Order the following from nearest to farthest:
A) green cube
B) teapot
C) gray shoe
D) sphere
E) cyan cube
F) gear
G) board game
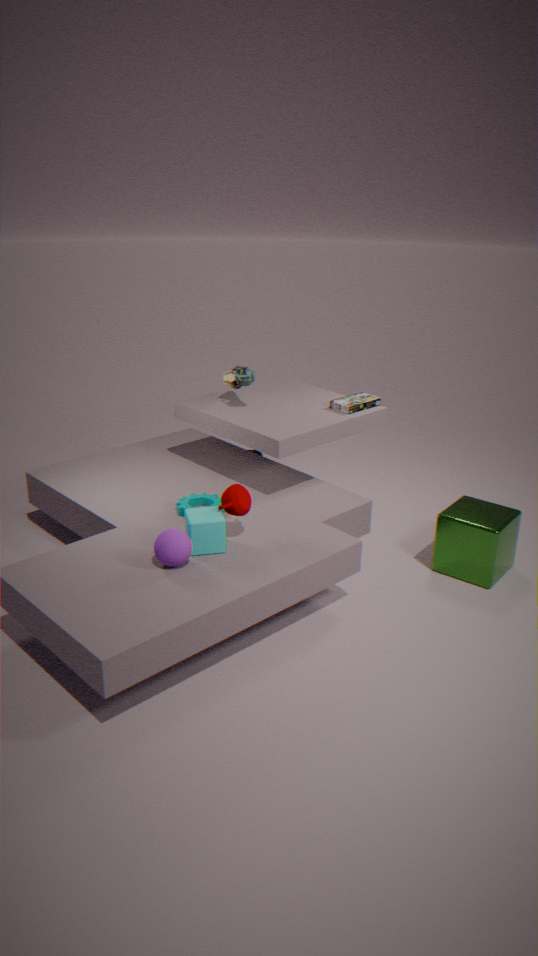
1. sphere
2. cyan cube
3. teapot
4. green cube
5. gear
6. gray shoe
7. board game
